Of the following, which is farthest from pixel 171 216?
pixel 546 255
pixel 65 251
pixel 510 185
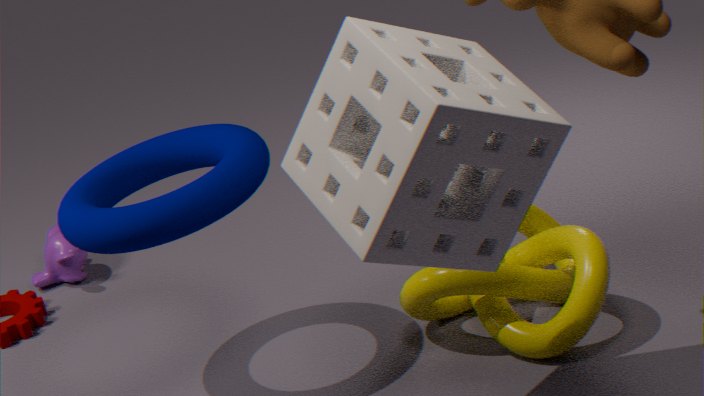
pixel 65 251
